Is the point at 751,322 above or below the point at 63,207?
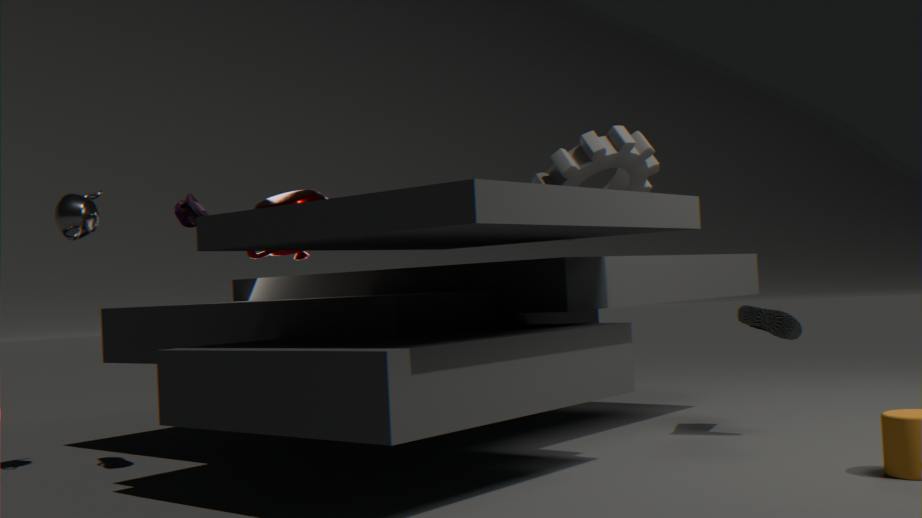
below
